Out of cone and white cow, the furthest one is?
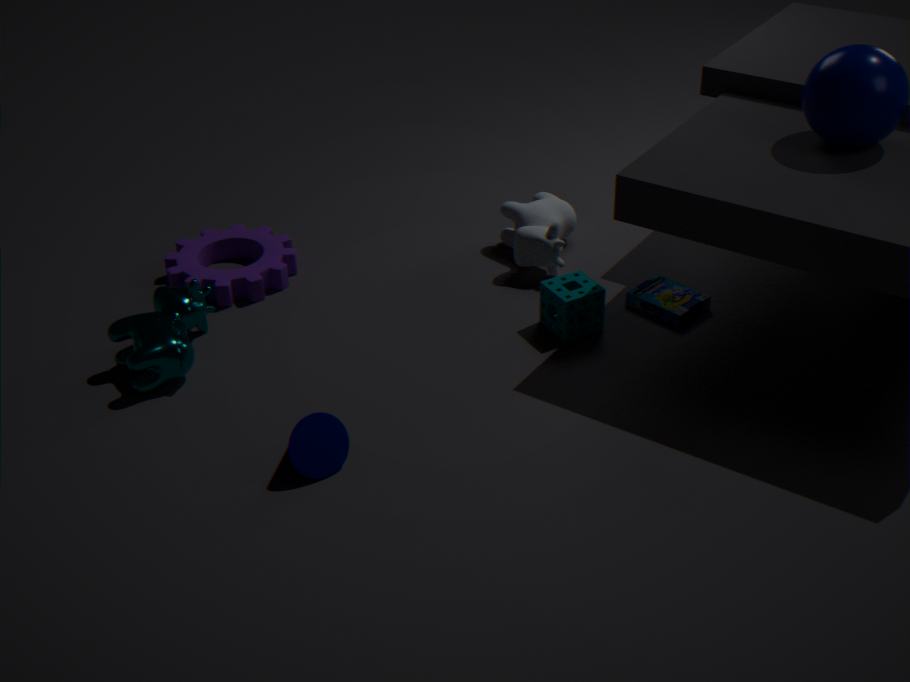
white cow
